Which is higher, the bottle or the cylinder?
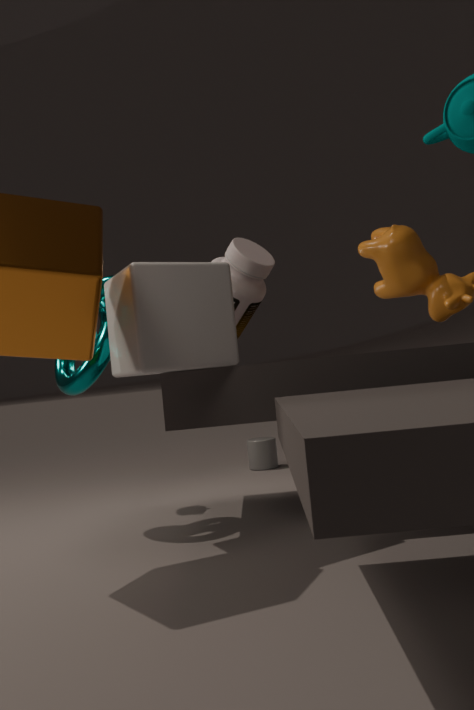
the bottle
